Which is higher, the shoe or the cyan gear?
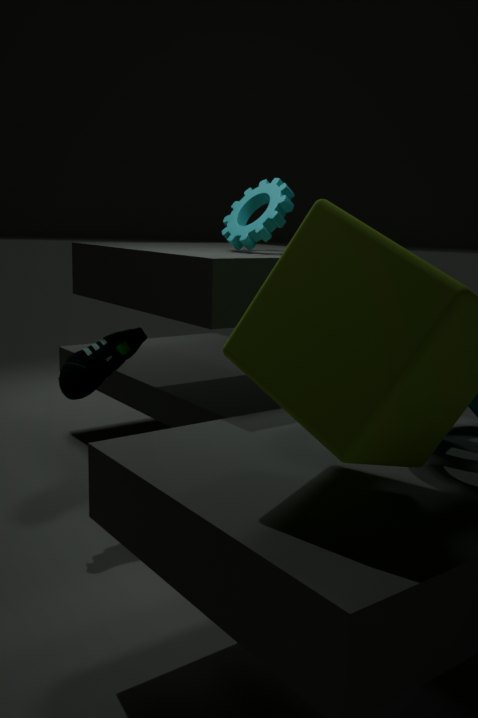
the cyan gear
